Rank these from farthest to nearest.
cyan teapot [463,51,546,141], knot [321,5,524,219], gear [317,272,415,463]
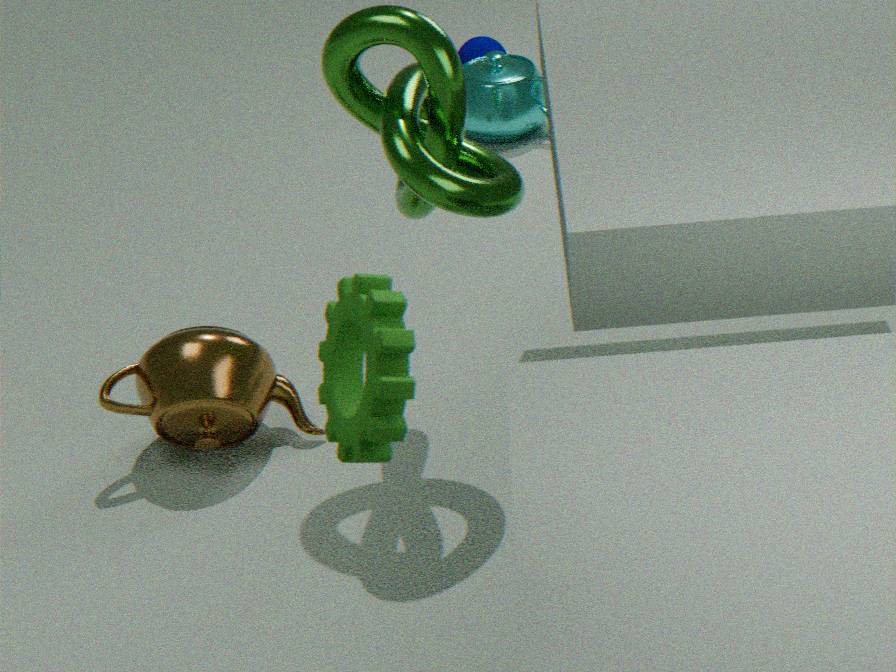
cyan teapot [463,51,546,141] → knot [321,5,524,219] → gear [317,272,415,463]
